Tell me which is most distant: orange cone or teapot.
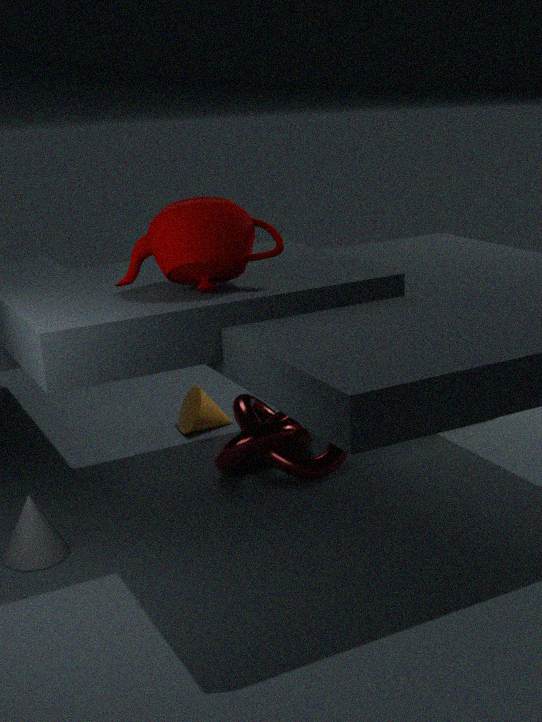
orange cone
